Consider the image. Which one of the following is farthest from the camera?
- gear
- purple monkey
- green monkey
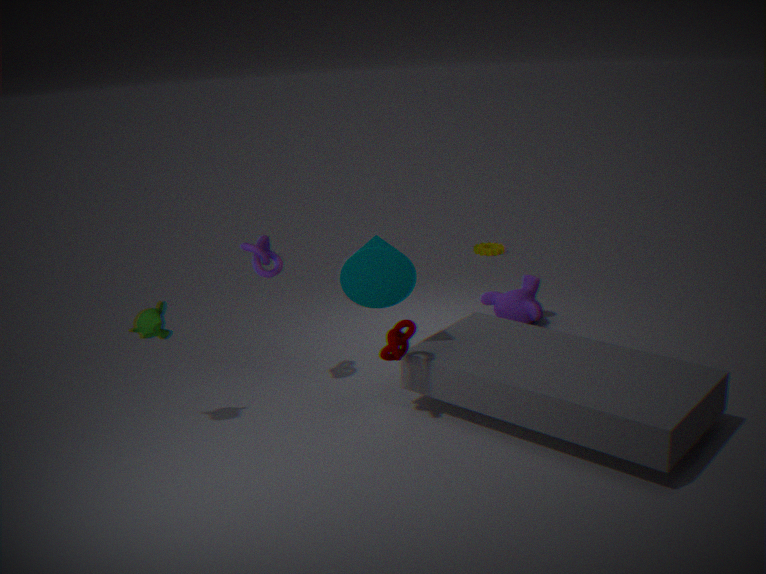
gear
